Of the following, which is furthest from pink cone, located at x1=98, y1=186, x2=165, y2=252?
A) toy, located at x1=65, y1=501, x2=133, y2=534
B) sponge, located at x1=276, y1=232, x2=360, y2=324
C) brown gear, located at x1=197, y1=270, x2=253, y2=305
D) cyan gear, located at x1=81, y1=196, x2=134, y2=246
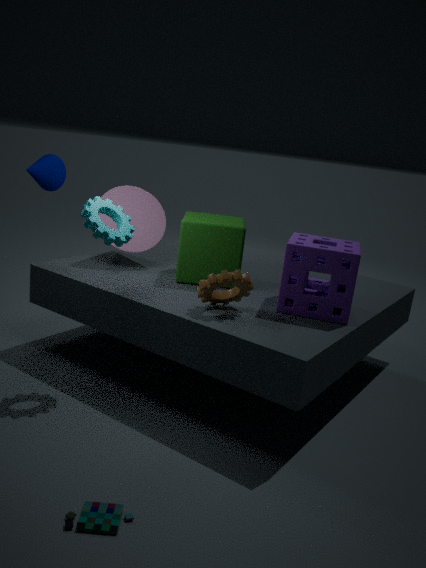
toy, located at x1=65, y1=501, x2=133, y2=534
